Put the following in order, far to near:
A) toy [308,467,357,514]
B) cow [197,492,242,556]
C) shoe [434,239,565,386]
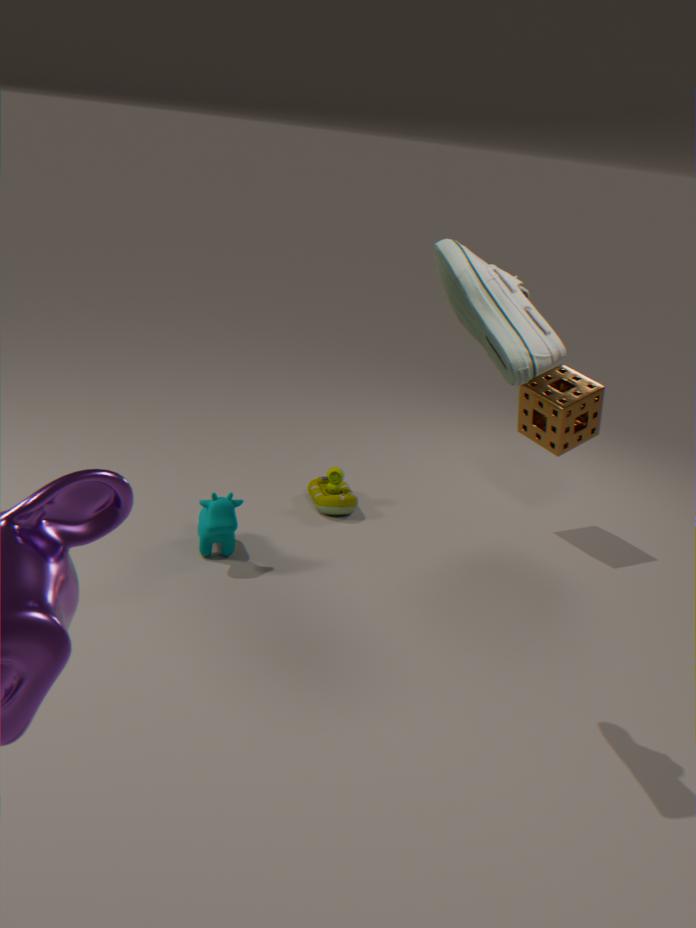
1. toy [308,467,357,514]
2. cow [197,492,242,556]
3. shoe [434,239,565,386]
